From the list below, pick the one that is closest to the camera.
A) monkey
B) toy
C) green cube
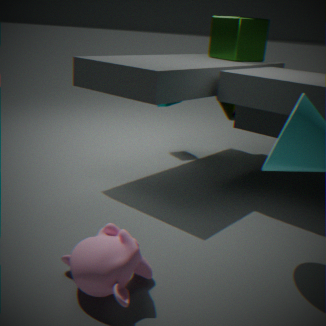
monkey
